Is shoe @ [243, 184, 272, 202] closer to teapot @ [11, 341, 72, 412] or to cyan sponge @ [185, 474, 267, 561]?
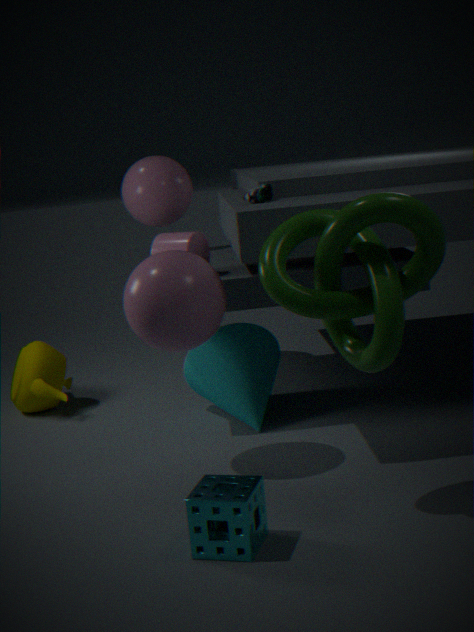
cyan sponge @ [185, 474, 267, 561]
